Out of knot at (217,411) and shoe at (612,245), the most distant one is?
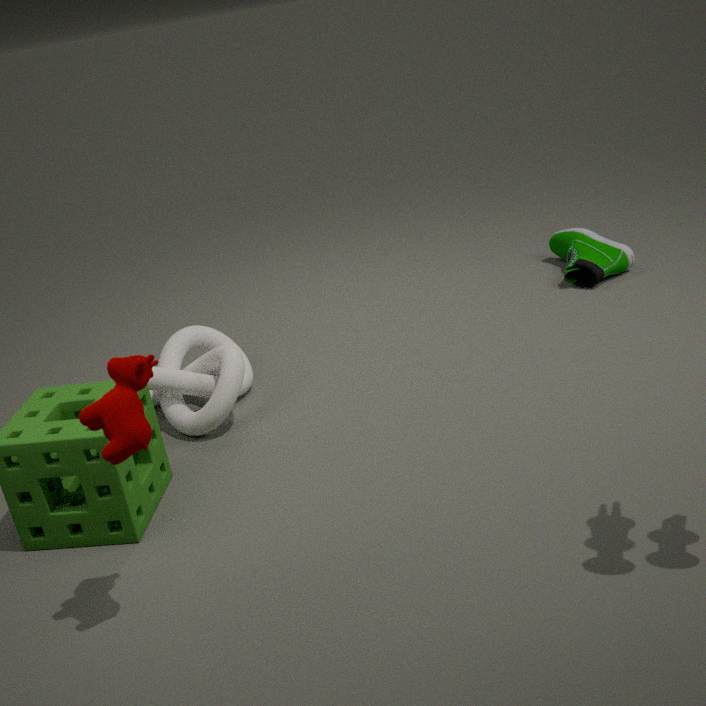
shoe at (612,245)
